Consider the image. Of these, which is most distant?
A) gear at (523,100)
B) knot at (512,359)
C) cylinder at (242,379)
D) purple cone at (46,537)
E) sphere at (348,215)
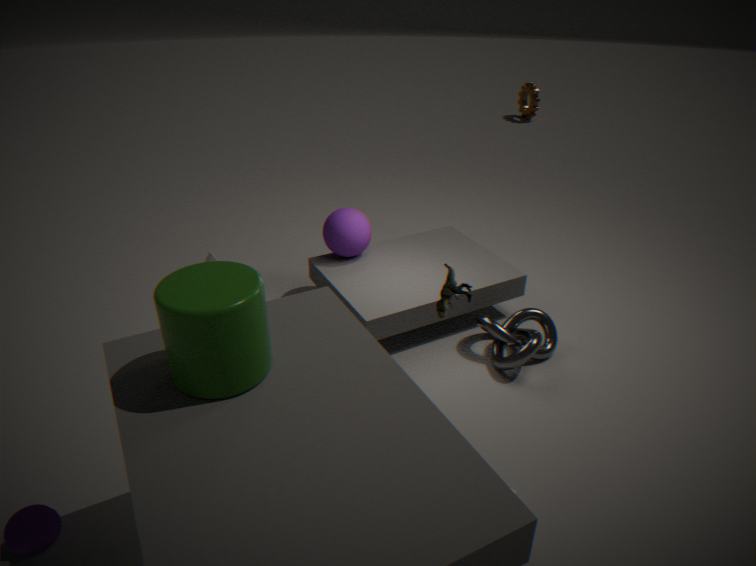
gear at (523,100)
